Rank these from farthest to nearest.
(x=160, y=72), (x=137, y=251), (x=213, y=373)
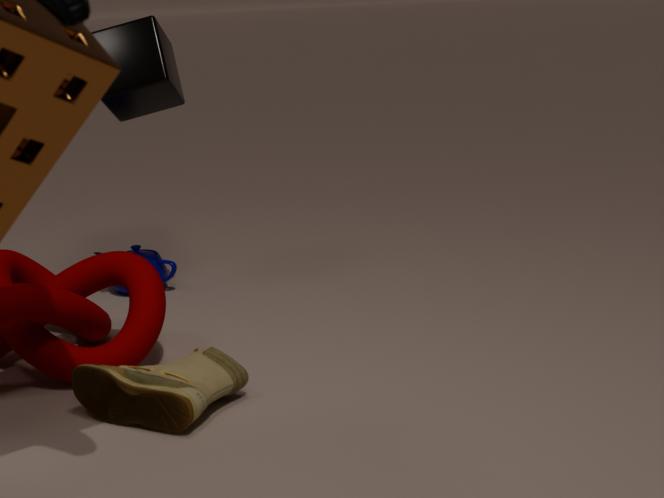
1. (x=137, y=251)
2. (x=160, y=72)
3. (x=213, y=373)
